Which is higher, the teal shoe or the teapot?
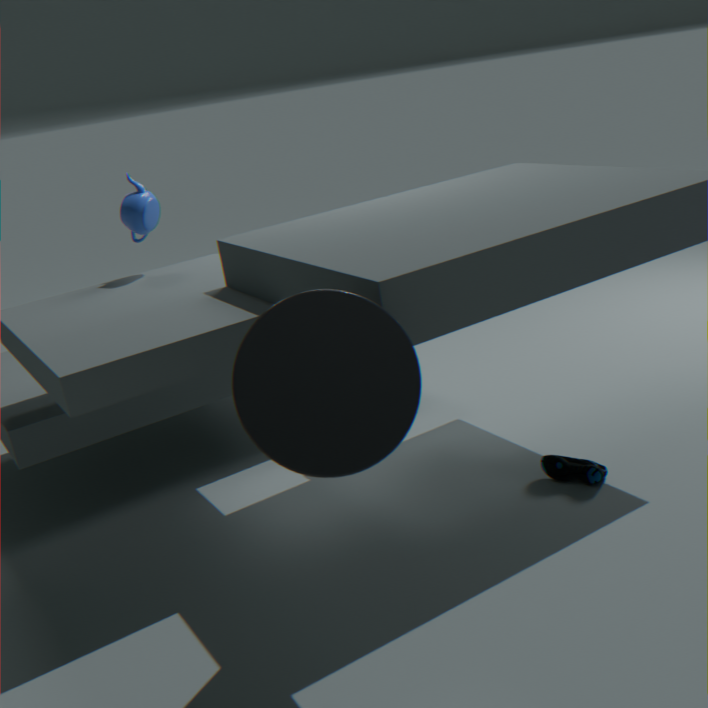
the teapot
